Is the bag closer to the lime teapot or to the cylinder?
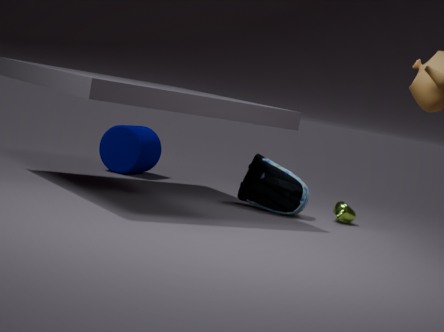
the lime teapot
